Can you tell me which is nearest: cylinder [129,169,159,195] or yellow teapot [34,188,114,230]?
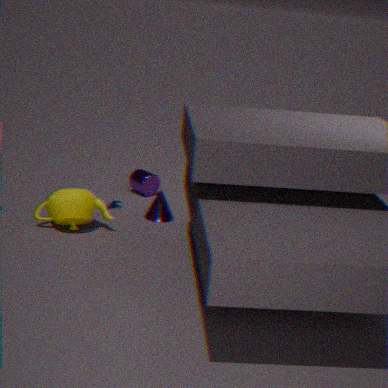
yellow teapot [34,188,114,230]
